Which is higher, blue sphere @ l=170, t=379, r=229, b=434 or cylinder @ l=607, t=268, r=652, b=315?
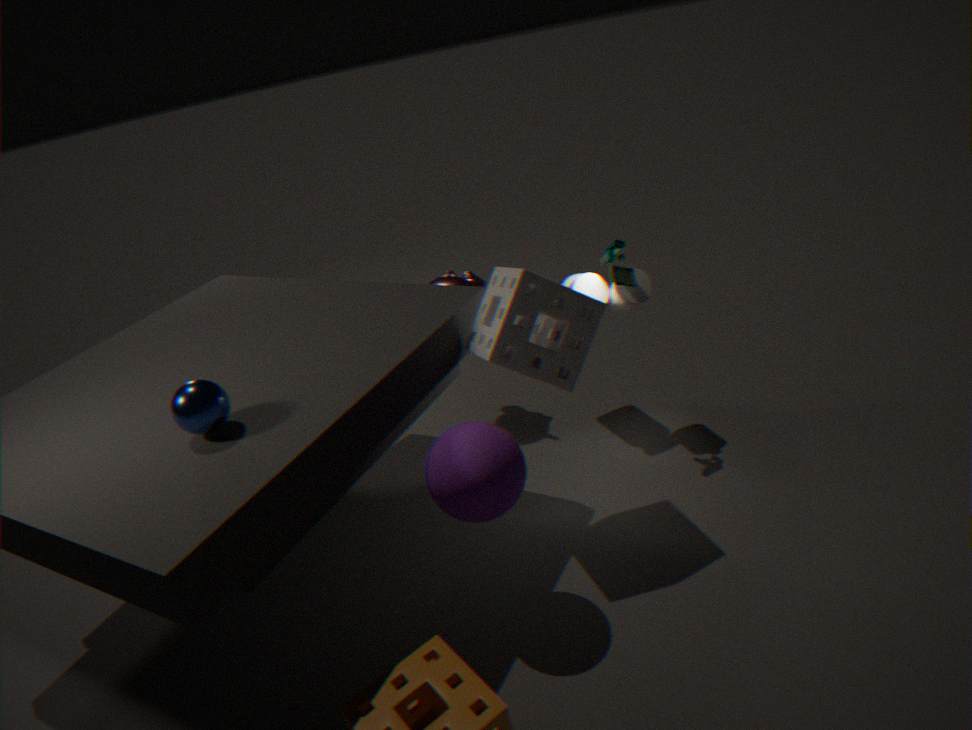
blue sphere @ l=170, t=379, r=229, b=434
